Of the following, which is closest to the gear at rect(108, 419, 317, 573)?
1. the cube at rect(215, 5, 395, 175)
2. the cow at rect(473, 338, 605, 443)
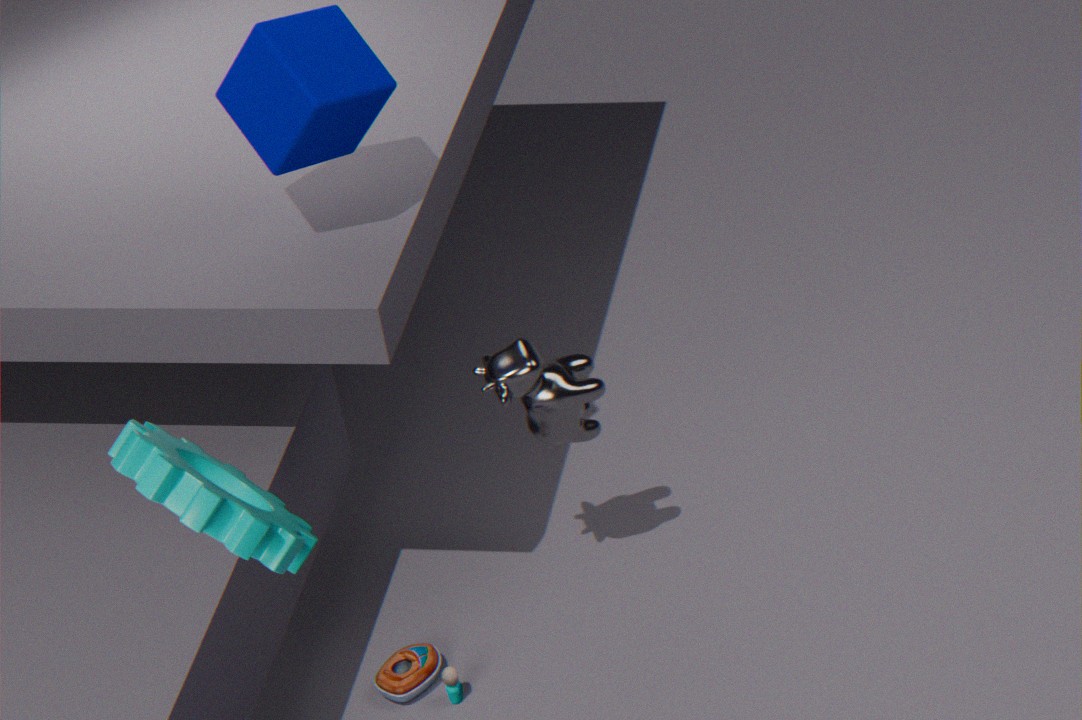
the cube at rect(215, 5, 395, 175)
